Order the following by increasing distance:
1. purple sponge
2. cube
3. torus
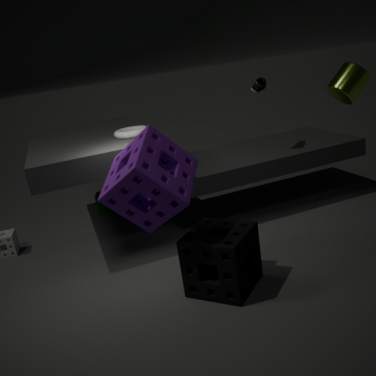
purple sponge → torus → cube
